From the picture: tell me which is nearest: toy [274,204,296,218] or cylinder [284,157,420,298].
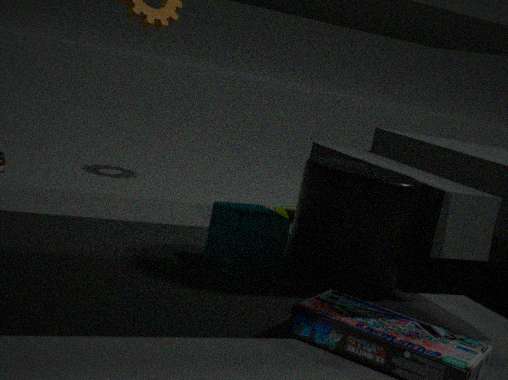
cylinder [284,157,420,298]
